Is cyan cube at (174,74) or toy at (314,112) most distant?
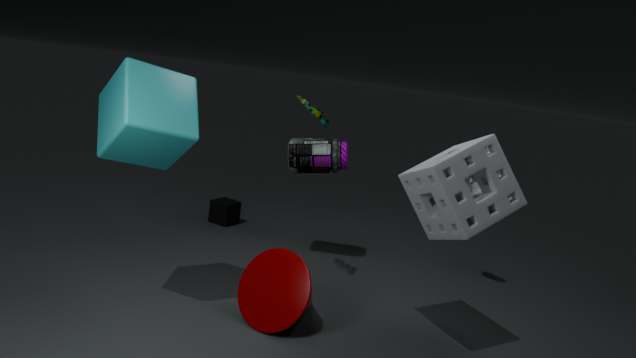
toy at (314,112)
